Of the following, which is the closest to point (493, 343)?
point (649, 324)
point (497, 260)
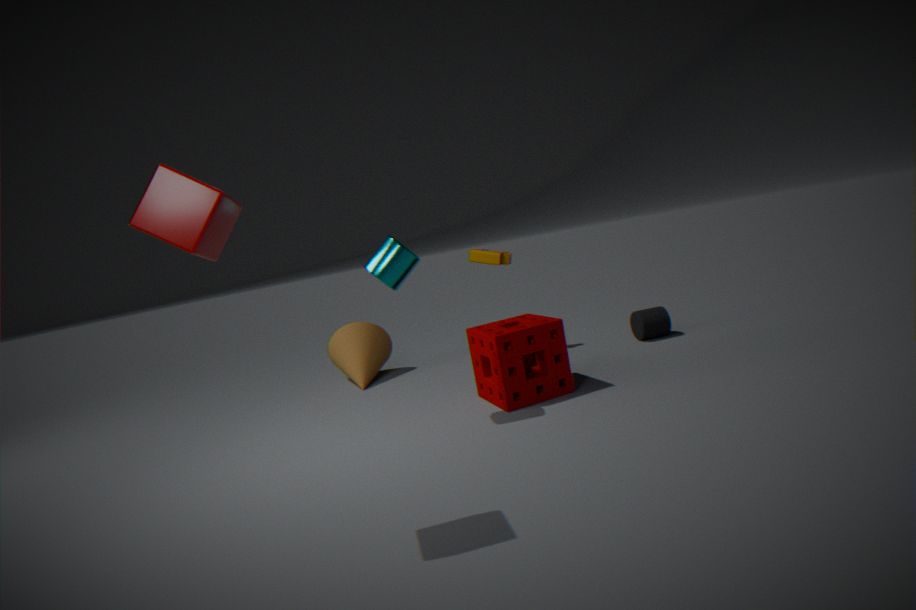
point (497, 260)
